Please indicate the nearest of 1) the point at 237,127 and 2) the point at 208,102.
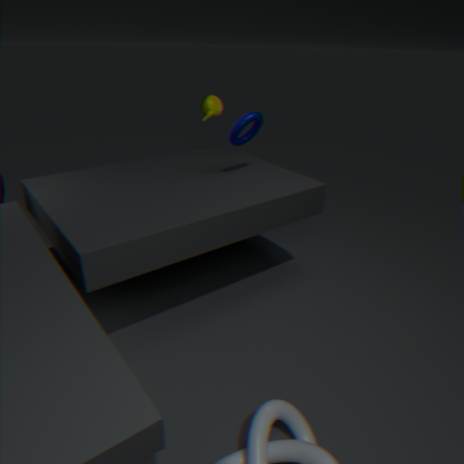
1. the point at 237,127
